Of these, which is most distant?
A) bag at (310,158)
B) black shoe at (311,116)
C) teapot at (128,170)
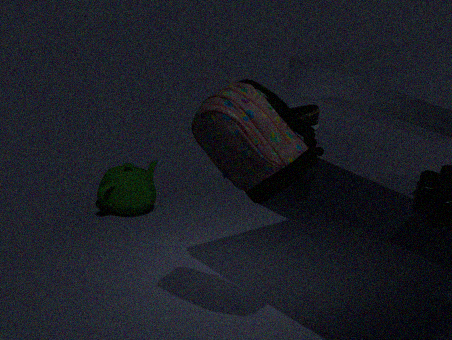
teapot at (128,170)
